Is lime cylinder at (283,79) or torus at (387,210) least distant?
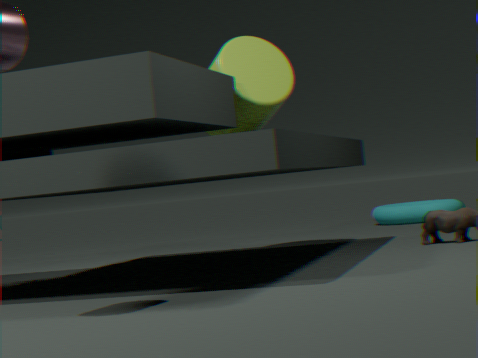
lime cylinder at (283,79)
